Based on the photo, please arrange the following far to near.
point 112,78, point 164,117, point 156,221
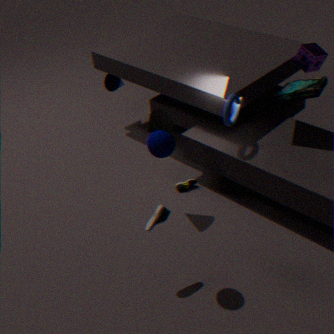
point 112,78 → point 164,117 → point 156,221
